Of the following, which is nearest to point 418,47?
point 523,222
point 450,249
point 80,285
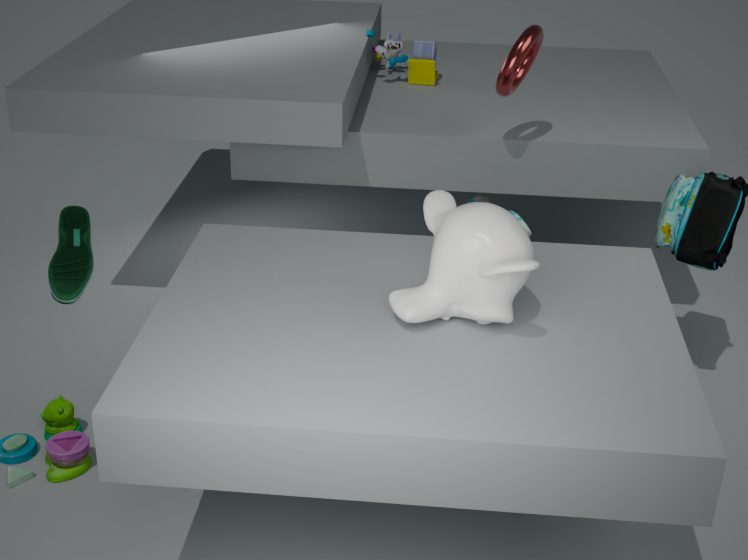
point 523,222
